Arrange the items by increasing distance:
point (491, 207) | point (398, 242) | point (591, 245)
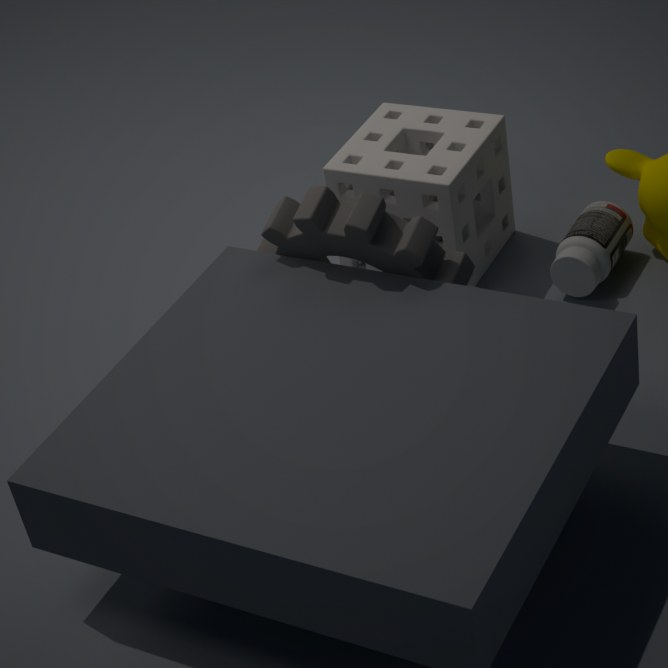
point (398, 242)
point (591, 245)
point (491, 207)
